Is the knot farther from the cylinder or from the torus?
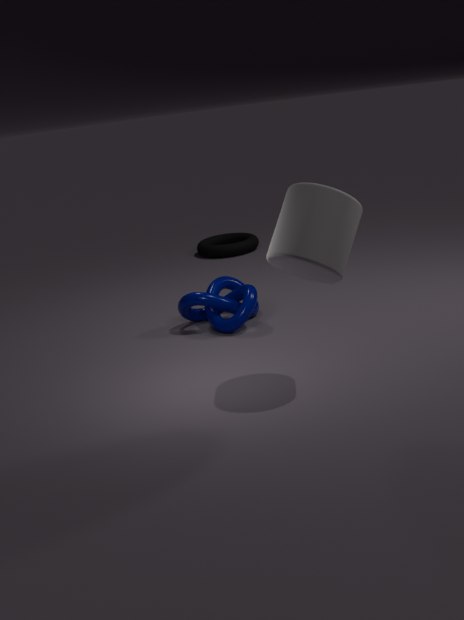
the torus
